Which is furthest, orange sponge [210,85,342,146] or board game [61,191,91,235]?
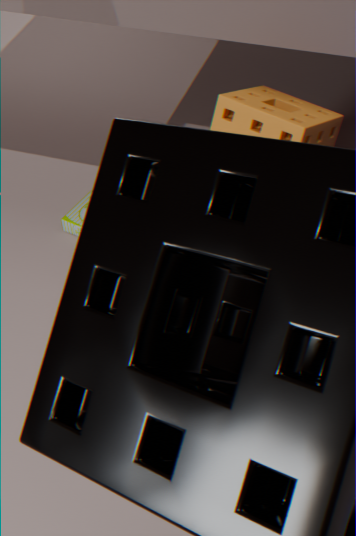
board game [61,191,91,235]
